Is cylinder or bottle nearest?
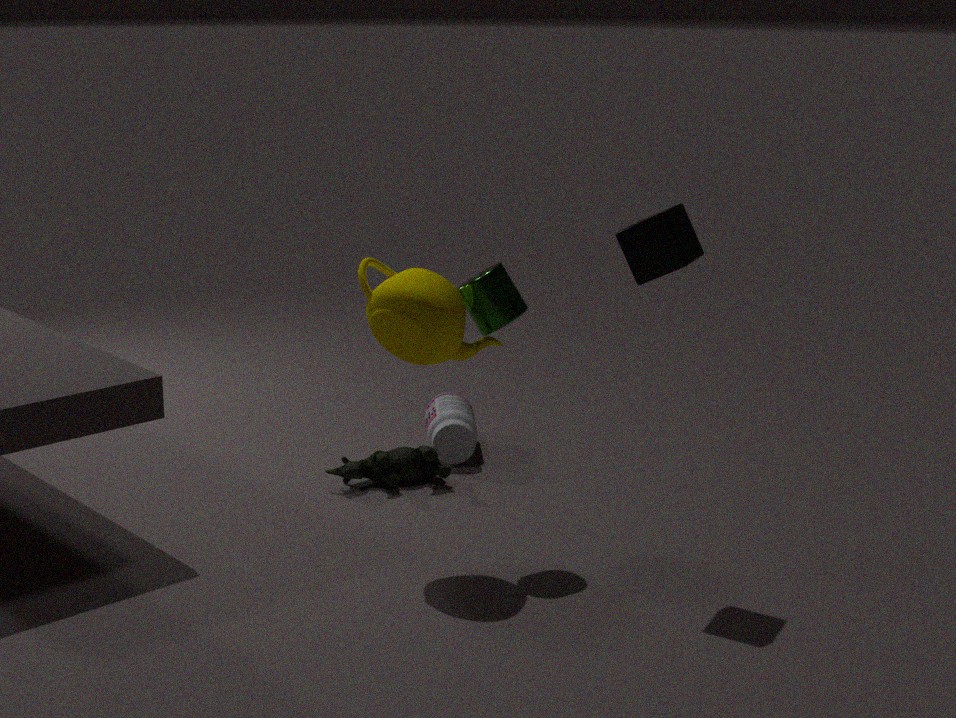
cylinder
